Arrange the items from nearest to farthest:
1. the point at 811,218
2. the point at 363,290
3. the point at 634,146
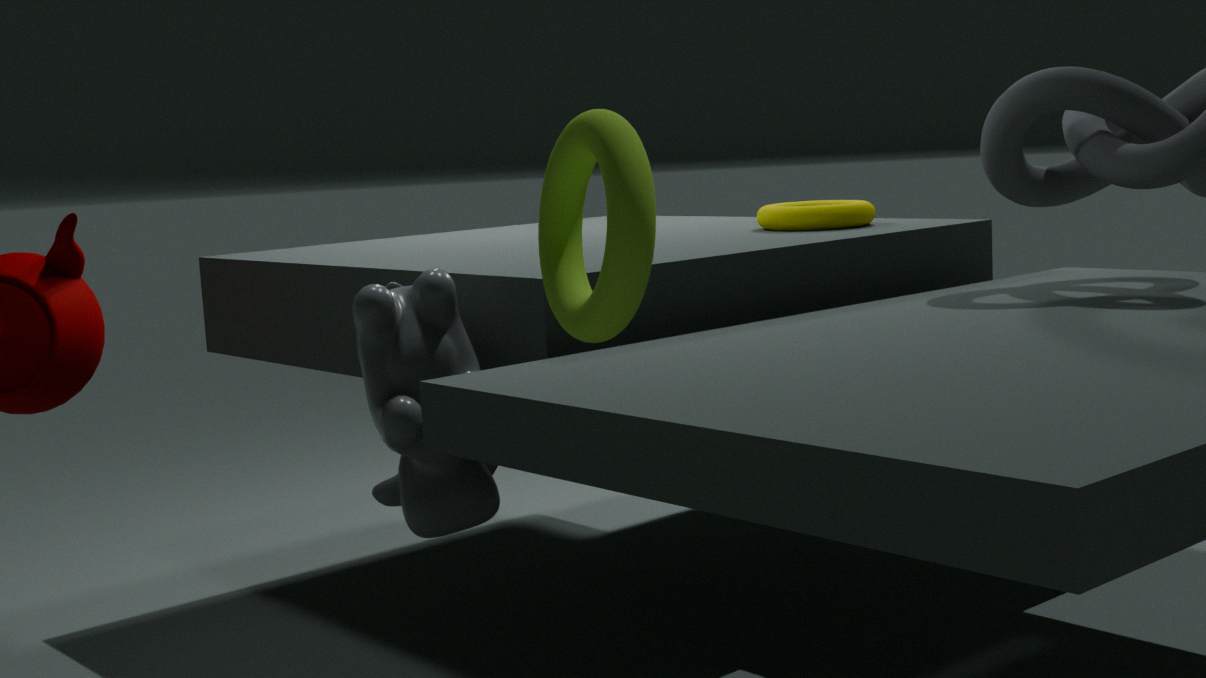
the point at 634,146
the point at 363,290
the point at 811,218
